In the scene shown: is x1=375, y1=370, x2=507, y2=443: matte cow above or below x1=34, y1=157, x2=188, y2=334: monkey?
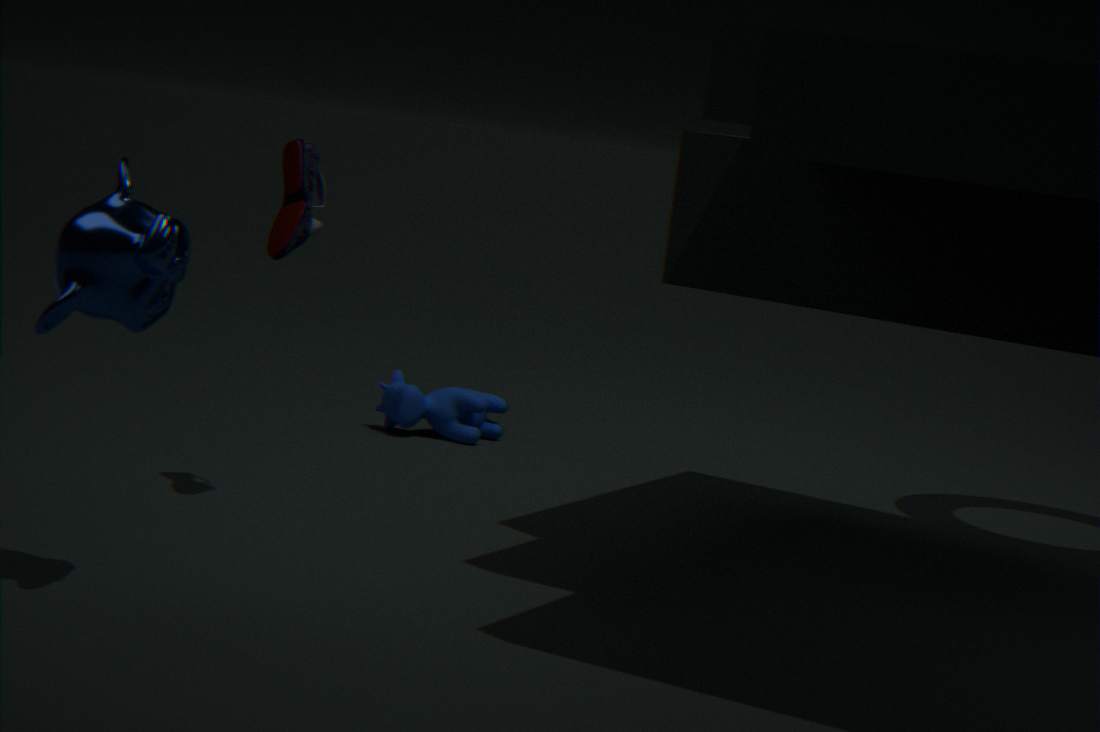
below
